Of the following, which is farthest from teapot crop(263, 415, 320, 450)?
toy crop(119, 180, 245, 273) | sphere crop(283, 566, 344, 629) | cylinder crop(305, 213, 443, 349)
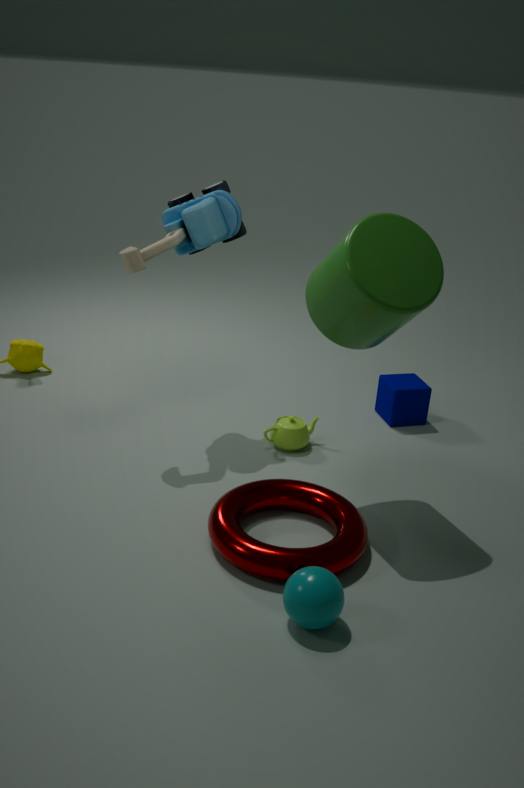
sphere crop(283, 566, 344, 629)
